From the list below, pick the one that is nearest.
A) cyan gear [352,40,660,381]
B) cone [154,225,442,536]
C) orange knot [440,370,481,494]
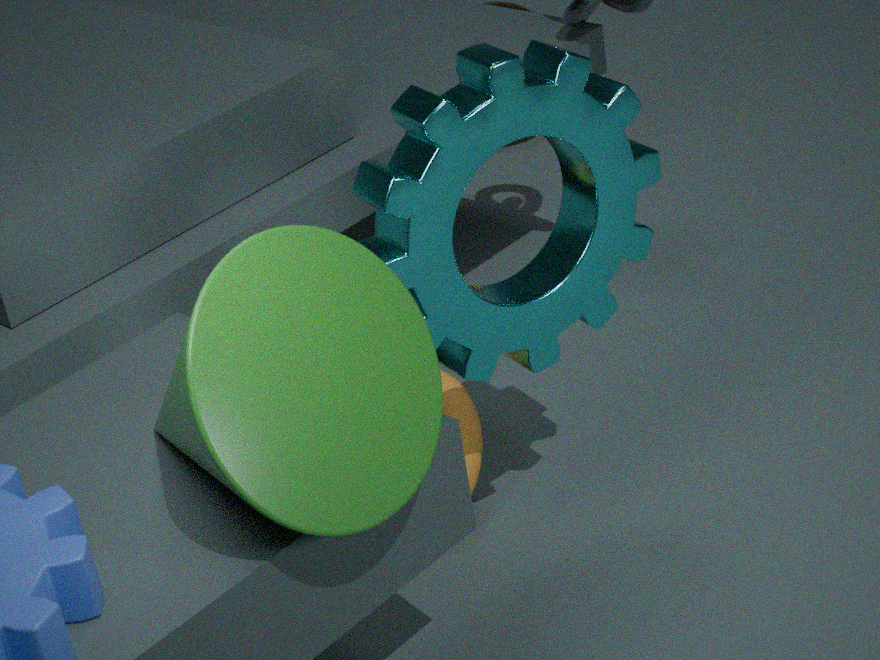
cone [154,225,442,536]
